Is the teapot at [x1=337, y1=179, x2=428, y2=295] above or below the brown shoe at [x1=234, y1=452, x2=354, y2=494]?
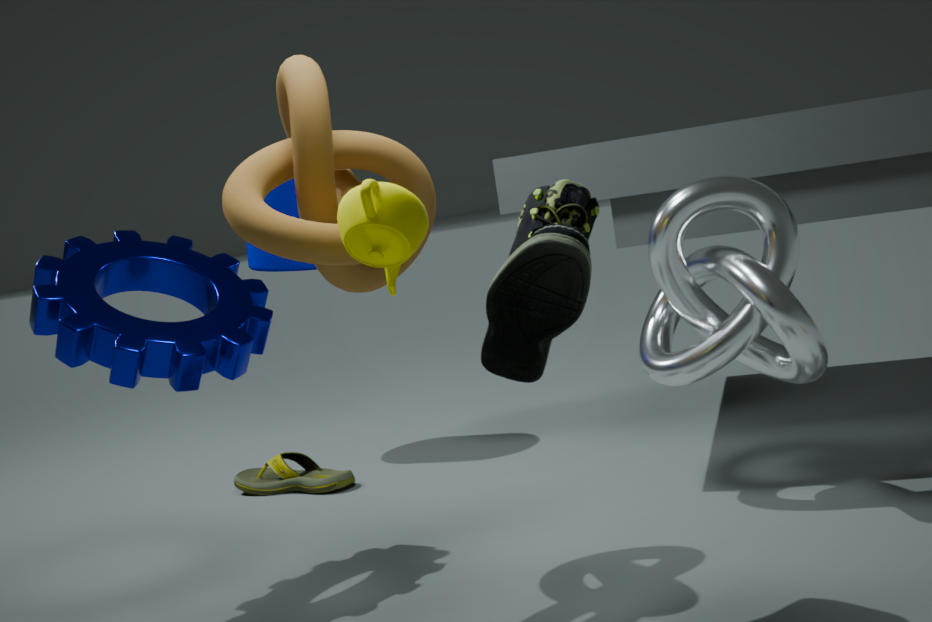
above
